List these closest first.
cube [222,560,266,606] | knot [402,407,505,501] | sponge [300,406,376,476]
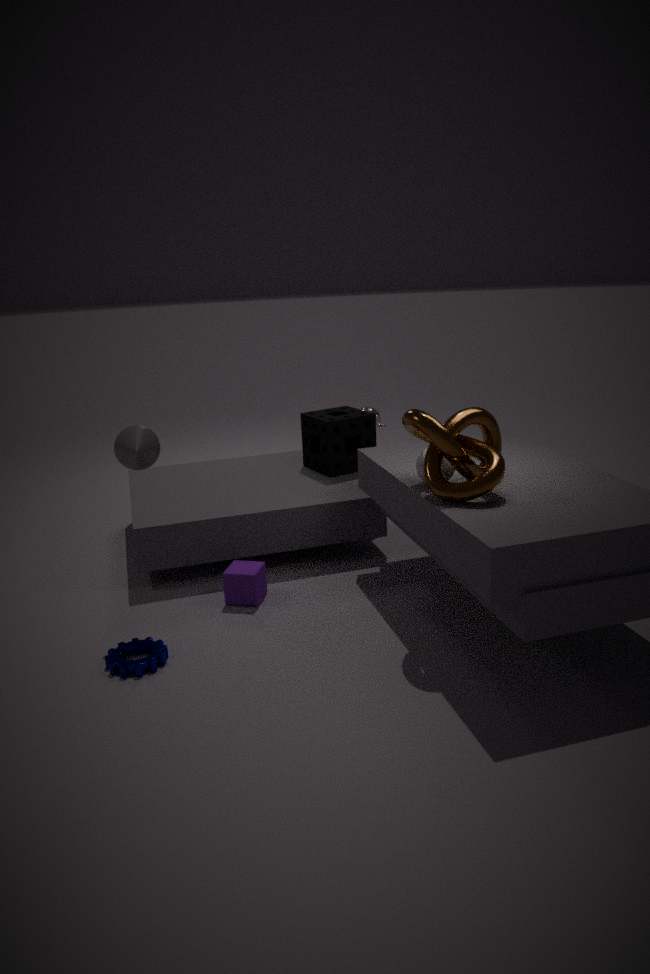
knot [402,407,505,501], cube [222,560,266,606], sponge [300,406,376,476]
